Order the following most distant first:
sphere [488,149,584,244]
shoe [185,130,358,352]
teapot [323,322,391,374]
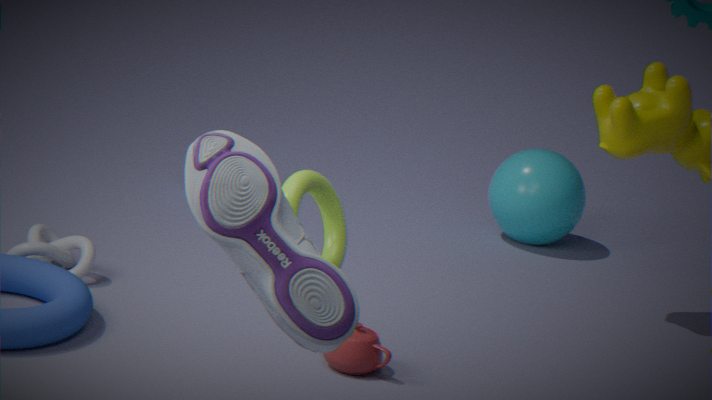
sphere [488,149,584,244] < teapot [323,322,391,374] < shoe [185,130,358,352]
